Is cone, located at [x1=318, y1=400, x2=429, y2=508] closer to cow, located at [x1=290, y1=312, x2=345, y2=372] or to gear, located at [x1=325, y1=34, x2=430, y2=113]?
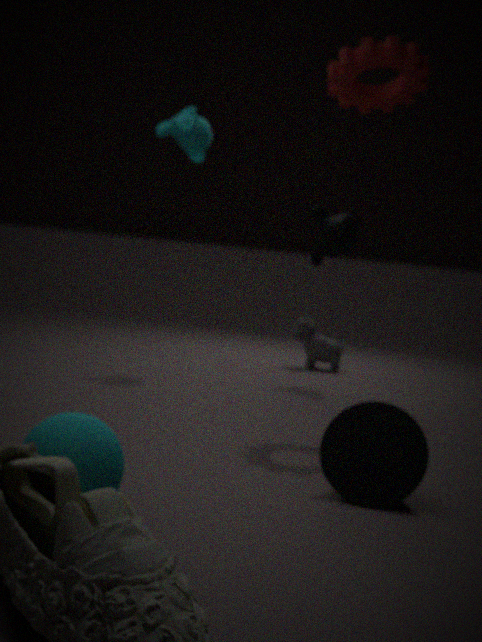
gear, located at [x1=325, y1=34, x2=430, y2=113]
